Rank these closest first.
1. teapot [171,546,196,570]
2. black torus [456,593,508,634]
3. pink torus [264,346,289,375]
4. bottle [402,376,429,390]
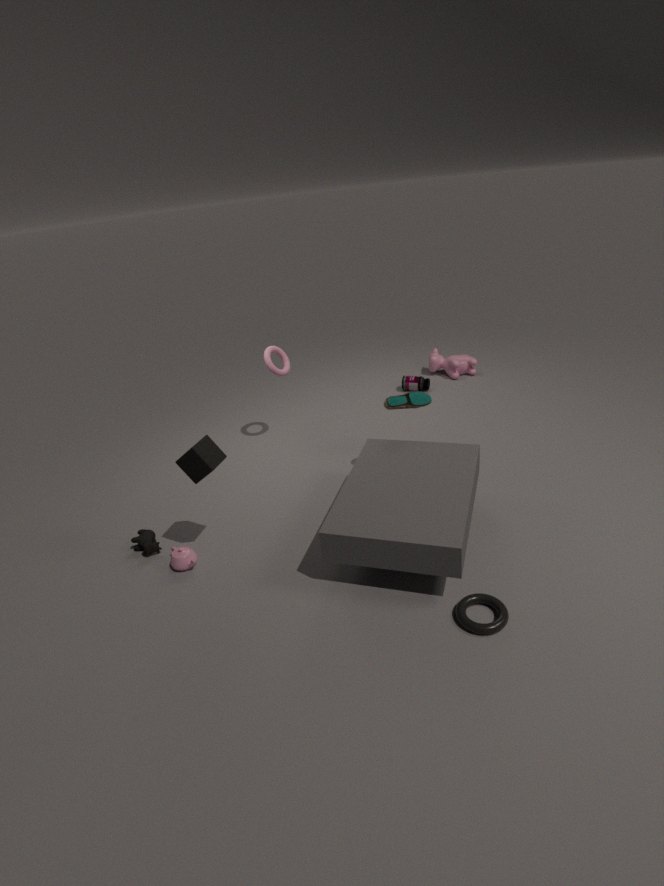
black torus [456,593,508,634], teapot [171,546,196,570], pink torus [264,346,289,375], bottle [402,376,429,390]
